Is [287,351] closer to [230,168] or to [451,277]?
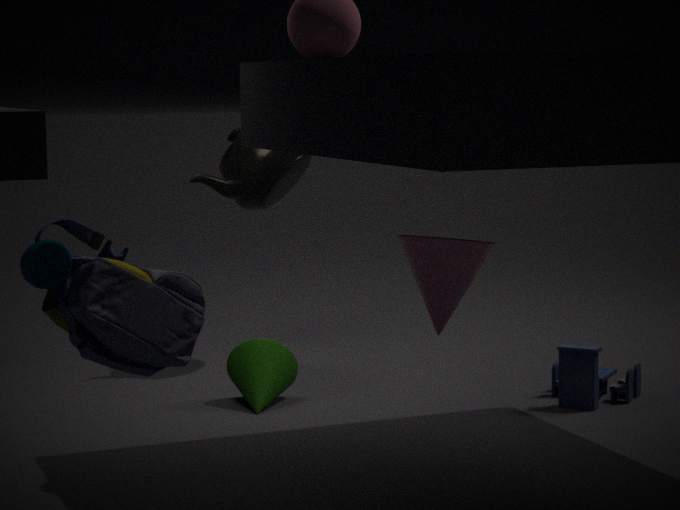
[230,168]
